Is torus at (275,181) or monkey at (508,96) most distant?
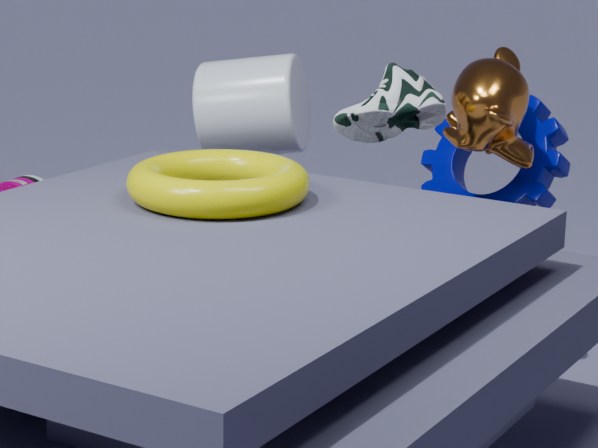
monkey at (508,96)
